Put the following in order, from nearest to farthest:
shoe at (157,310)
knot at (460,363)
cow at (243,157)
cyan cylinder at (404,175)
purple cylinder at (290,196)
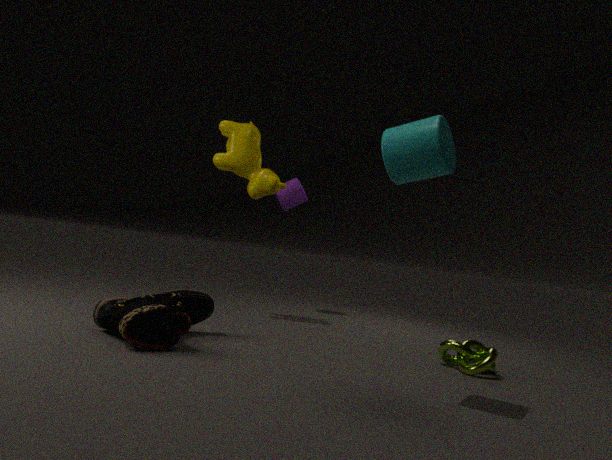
cyan cylinder at (404,175) → shoe at (157,310) → knot at (460,363) → cow at (243,157) → purple cylinder at (290,196)
